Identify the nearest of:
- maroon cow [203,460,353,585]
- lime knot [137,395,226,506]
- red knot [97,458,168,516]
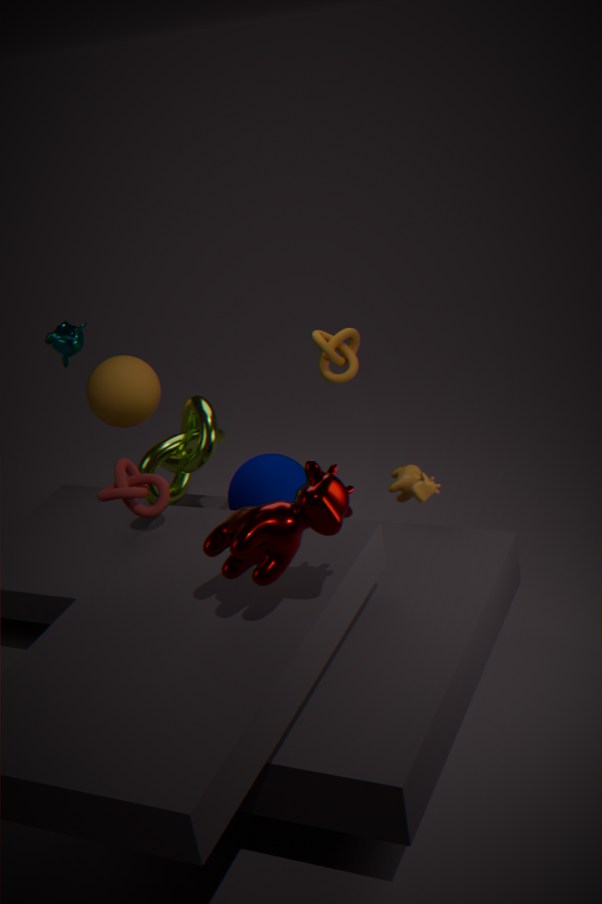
maroon cow [203,460,353,585]
